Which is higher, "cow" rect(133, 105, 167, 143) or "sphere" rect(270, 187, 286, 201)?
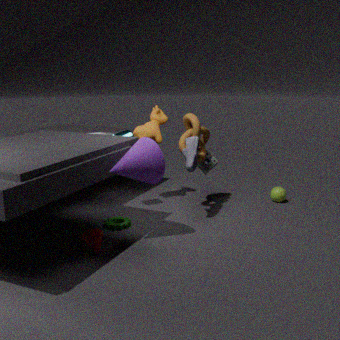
"cow" rect(133, 105, 167, 143)
